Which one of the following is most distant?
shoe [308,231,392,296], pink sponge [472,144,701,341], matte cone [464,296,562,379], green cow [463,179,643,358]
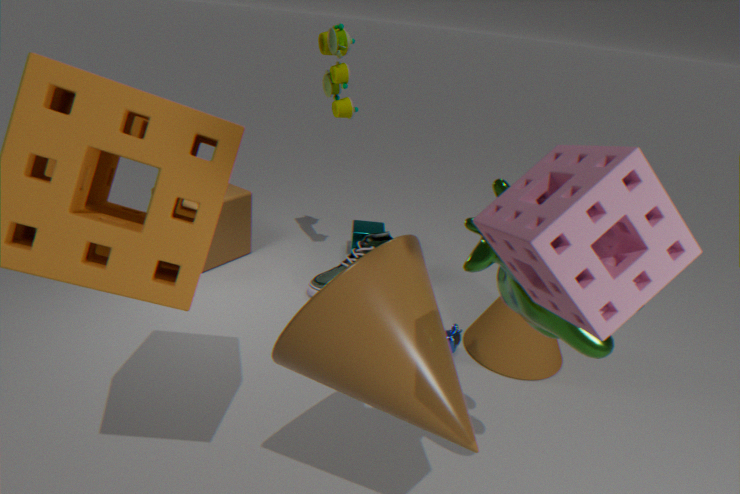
shoe [308,231,392,296]
